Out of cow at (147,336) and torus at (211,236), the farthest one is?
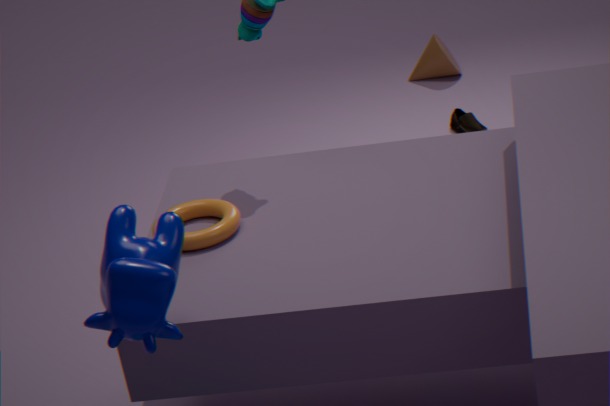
torus at (211,236)
